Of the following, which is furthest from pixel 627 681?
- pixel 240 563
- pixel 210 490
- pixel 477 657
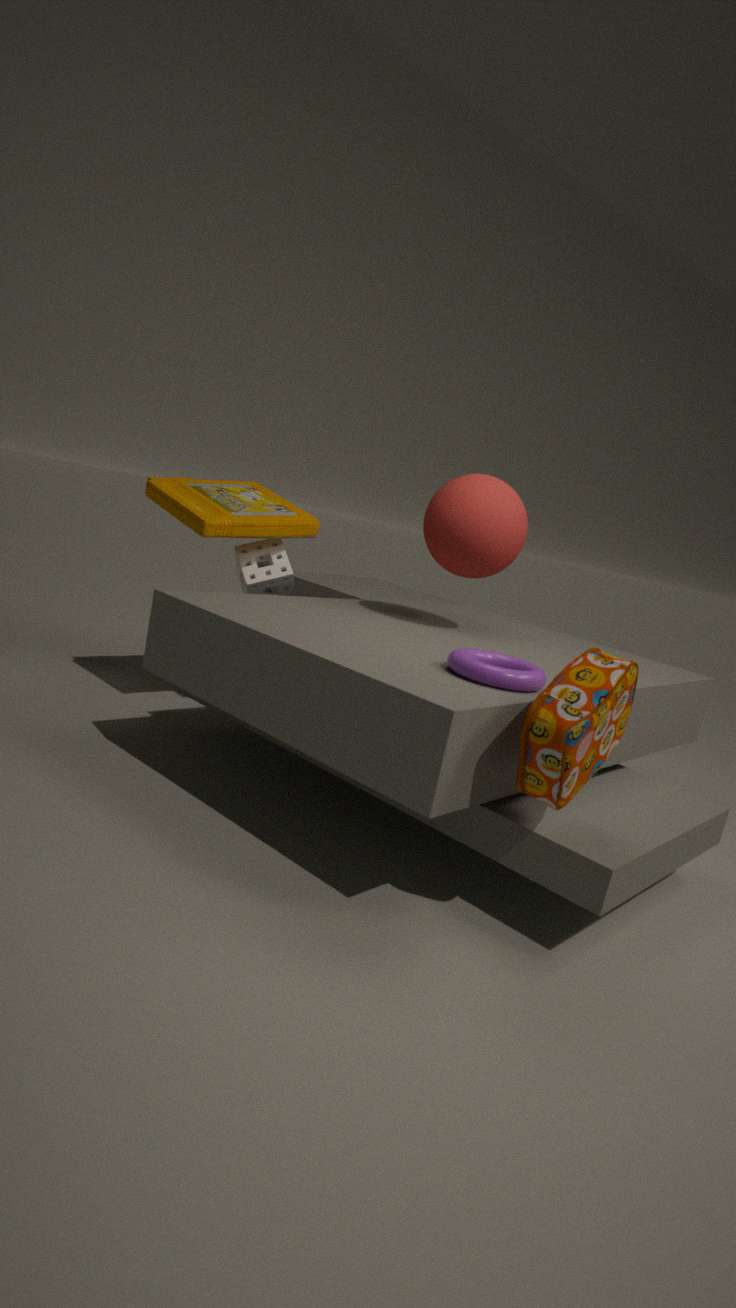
pixel 210 490
